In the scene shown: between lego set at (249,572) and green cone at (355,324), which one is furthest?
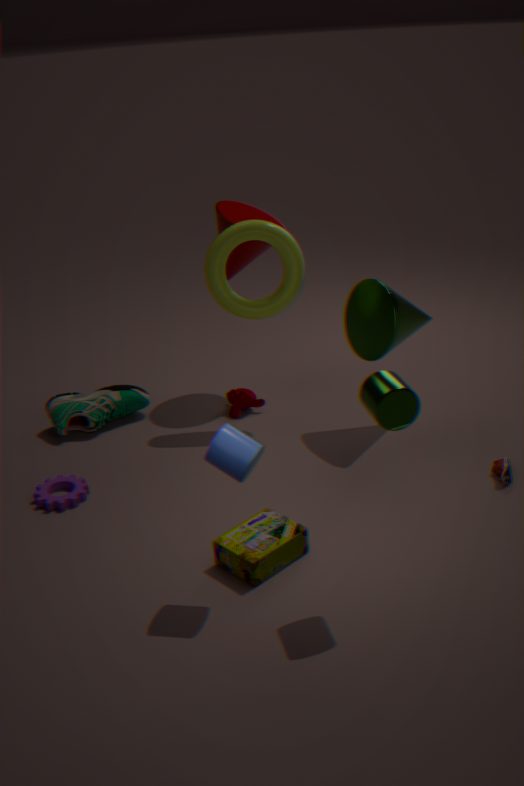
green cone at (355,324)
